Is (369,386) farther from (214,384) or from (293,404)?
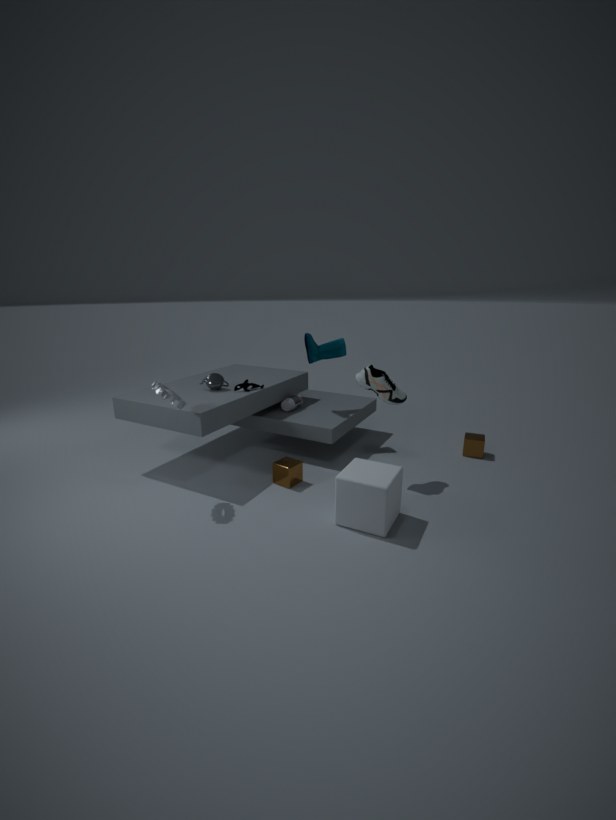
(214,384)
